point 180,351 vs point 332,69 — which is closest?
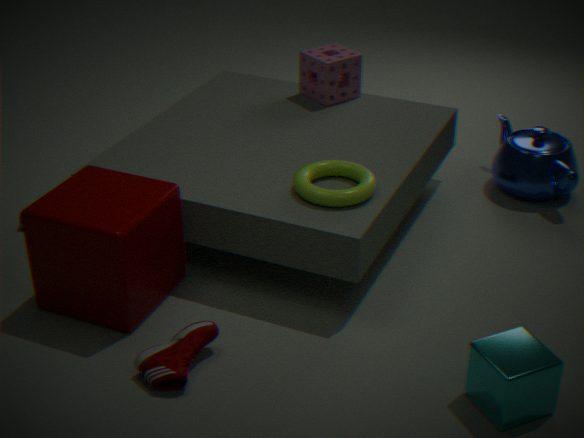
point 180,351
